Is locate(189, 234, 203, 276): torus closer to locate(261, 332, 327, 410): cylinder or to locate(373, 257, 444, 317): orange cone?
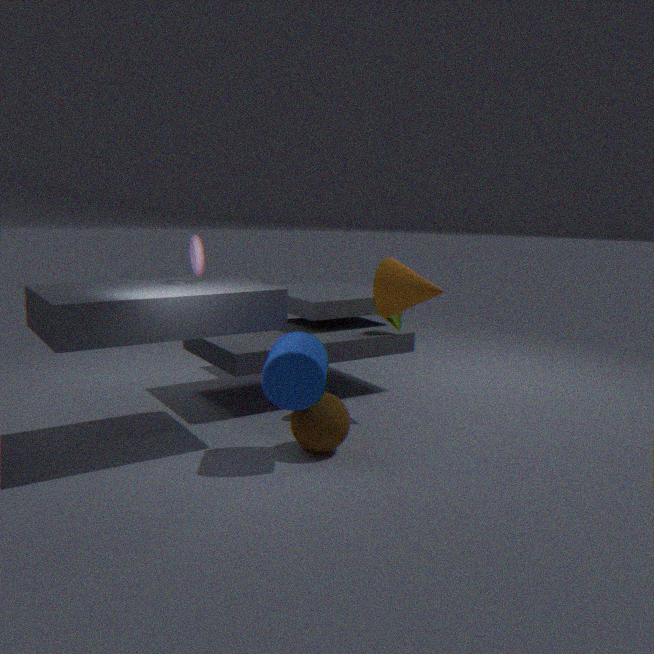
locate(261, 332, 327, 410): cylinder
